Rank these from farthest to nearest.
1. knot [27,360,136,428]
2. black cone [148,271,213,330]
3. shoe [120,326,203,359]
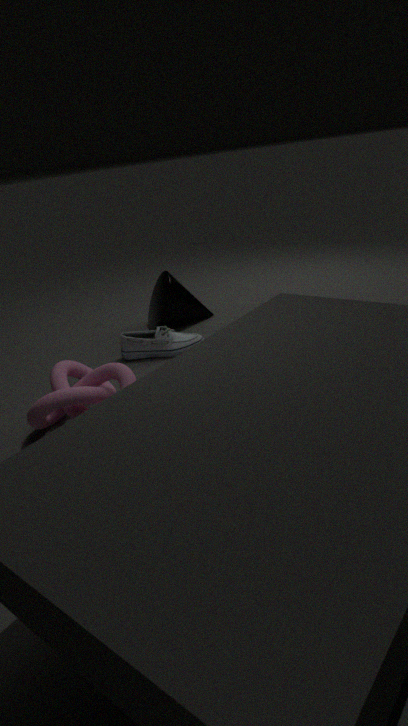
black cone [148,271,213,330], shoe [120,326,203,359], knot [27,360,136,428]
